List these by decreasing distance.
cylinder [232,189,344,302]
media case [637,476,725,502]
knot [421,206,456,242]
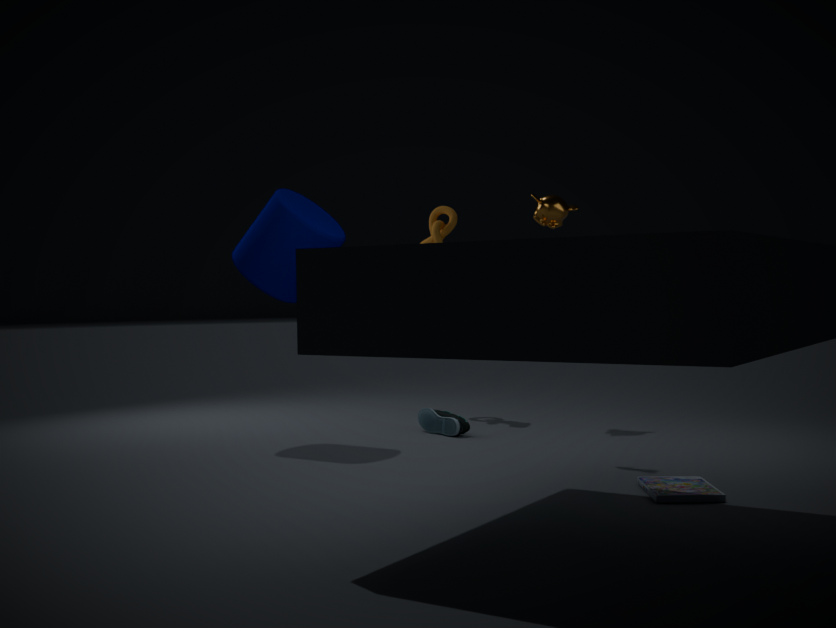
knot [421,206,456,242] → cylinder [232,189,344,302] → media case [637,476,725,502]
